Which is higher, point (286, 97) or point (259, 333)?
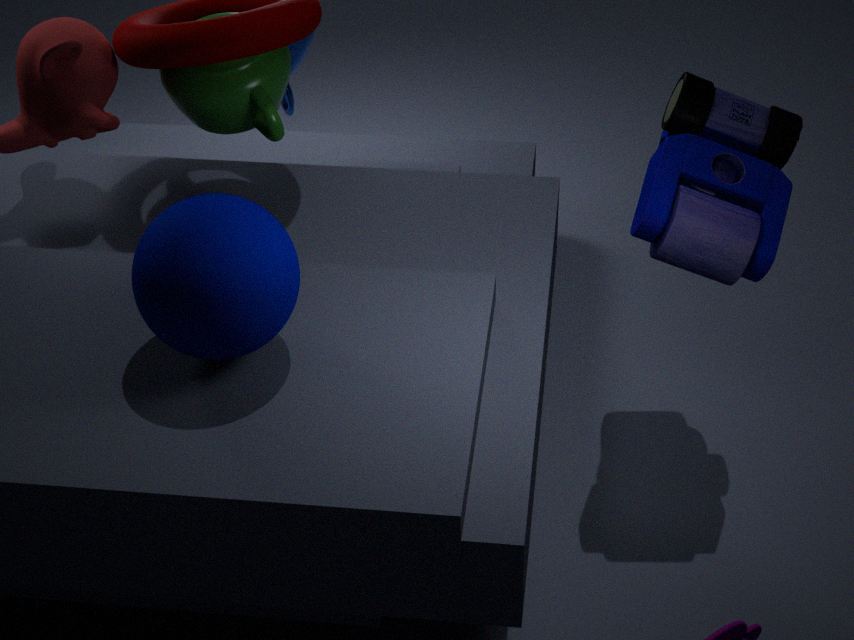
point (259, 333)
